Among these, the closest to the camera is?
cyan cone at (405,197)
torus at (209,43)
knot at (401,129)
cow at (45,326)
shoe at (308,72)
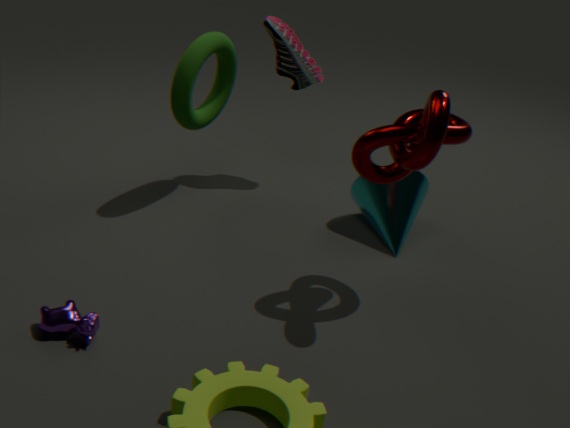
knot at (401,129)
